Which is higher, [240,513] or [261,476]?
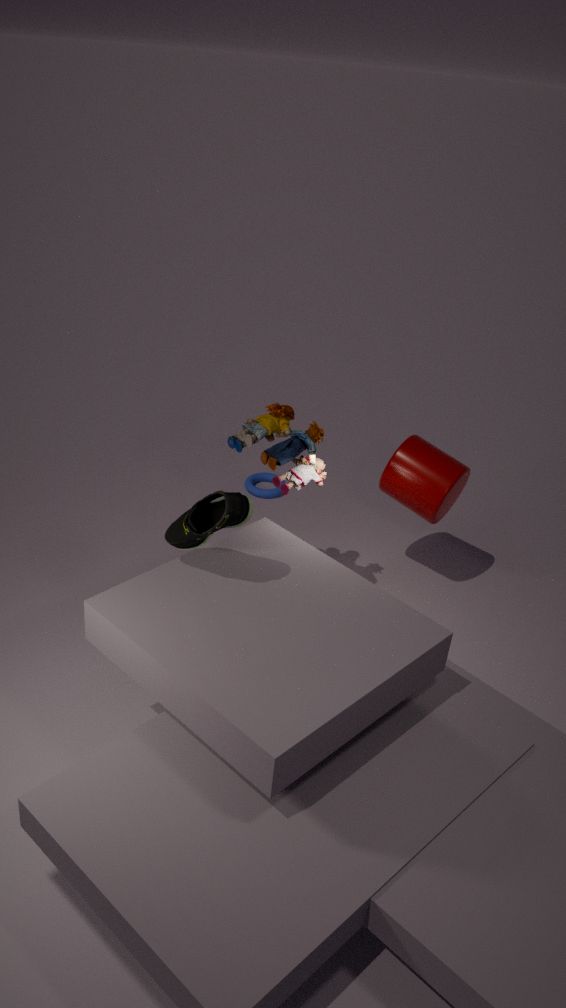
[240,513]
